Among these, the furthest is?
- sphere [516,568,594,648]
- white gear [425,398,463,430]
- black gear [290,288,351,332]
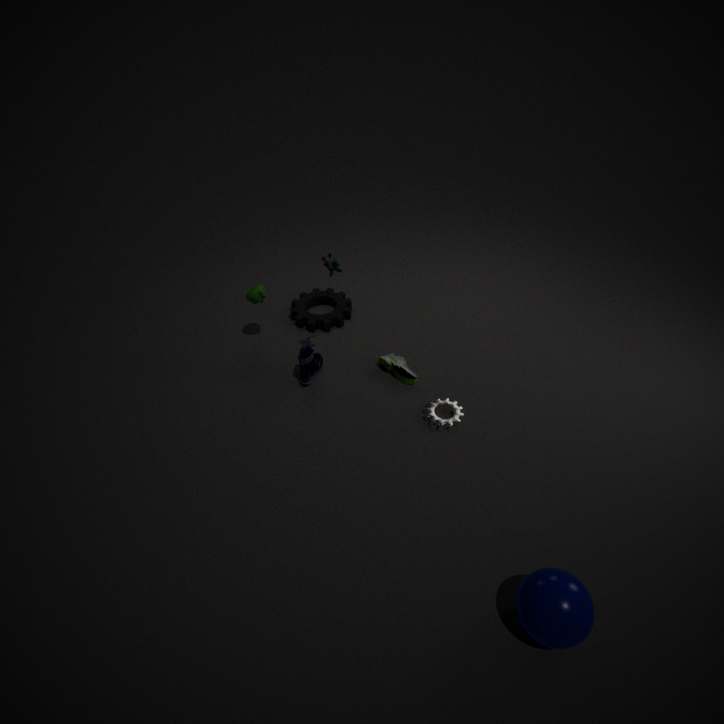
black gear [290,288,351,332]
